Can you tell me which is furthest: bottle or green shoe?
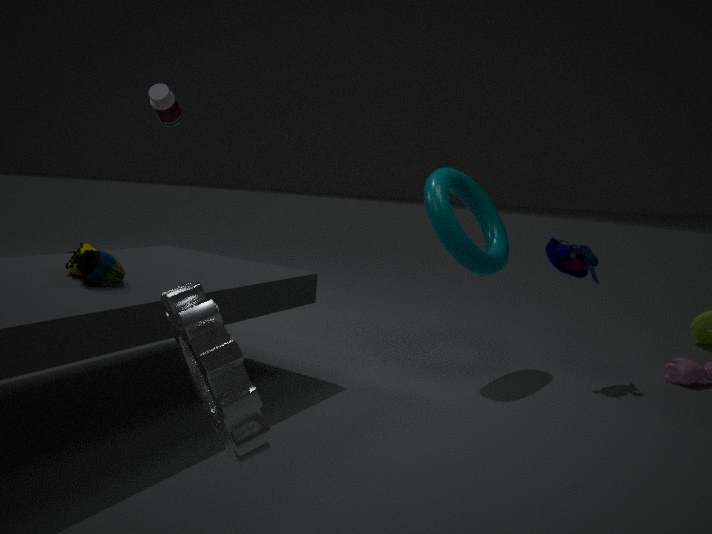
bottle
